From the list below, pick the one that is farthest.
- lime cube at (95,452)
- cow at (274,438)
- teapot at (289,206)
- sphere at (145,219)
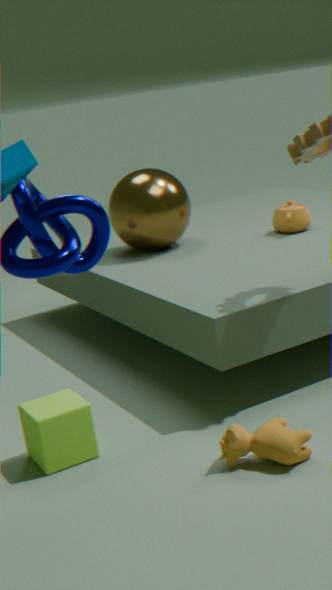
teapot at (289,206)
